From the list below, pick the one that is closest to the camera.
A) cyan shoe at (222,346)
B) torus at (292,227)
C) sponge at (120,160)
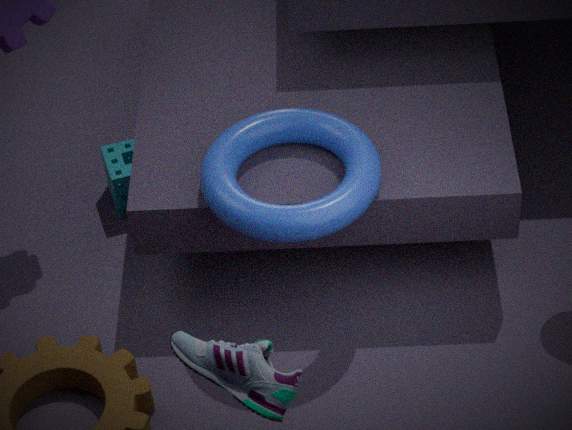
cyan shoe at (222,346)
